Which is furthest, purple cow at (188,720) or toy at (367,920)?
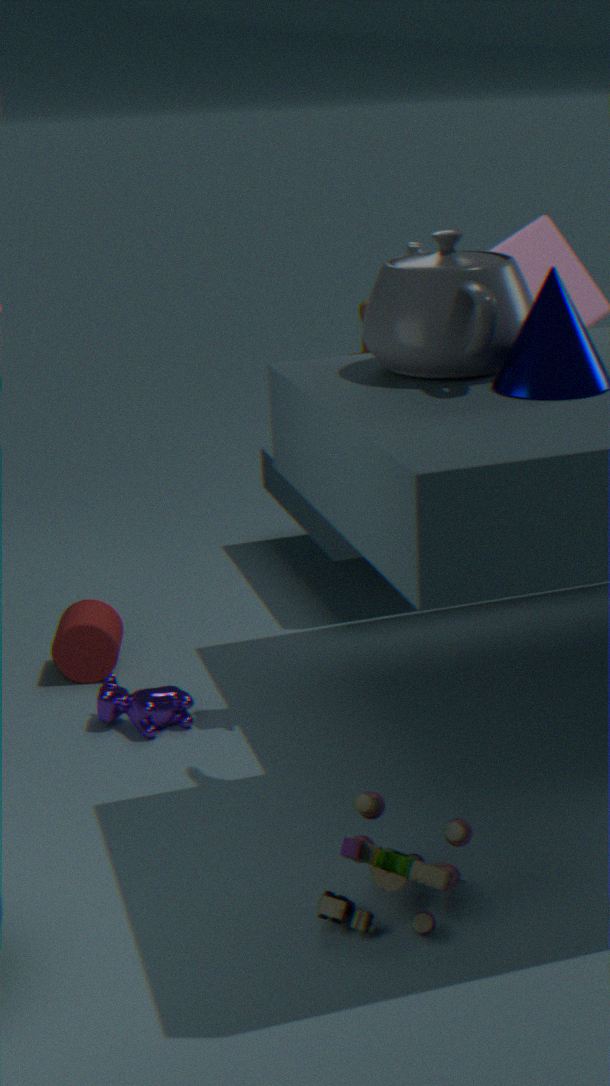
purple cow at (188,720)
